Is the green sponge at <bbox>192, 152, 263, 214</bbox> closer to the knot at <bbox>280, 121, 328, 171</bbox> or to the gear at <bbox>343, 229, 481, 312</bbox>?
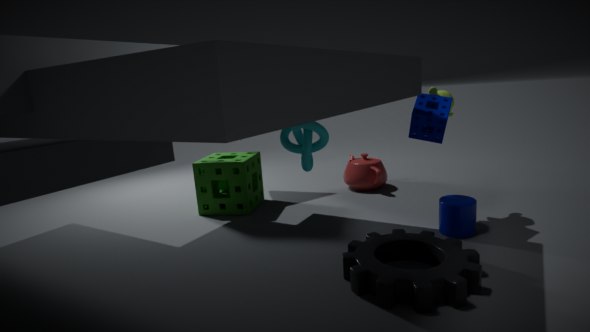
the knot at <bbox>280, 121, 328, 171</bbox>
